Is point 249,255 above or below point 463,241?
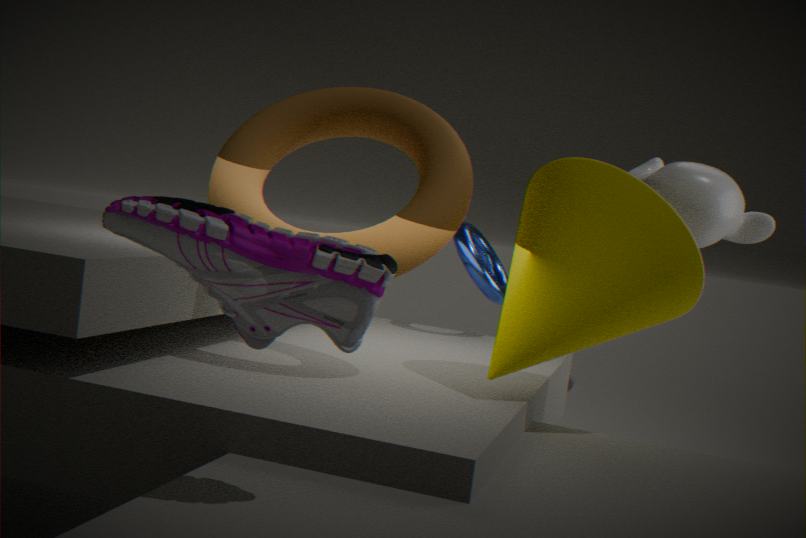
above
